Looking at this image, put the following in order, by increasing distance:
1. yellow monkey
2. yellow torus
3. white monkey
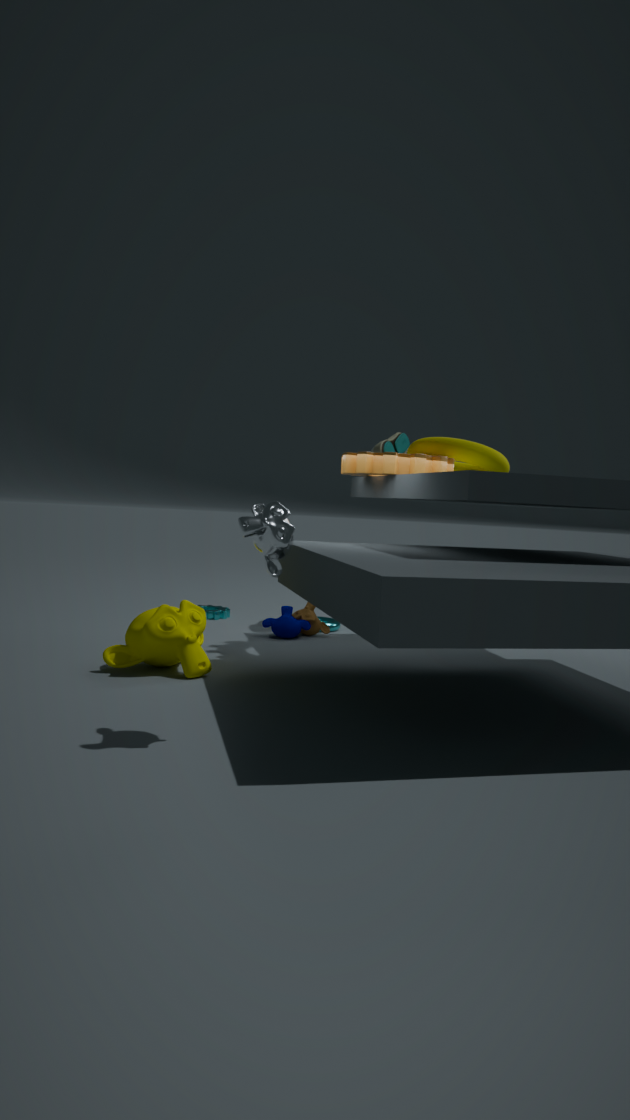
white monkey, yellow monkey, yellow torus
